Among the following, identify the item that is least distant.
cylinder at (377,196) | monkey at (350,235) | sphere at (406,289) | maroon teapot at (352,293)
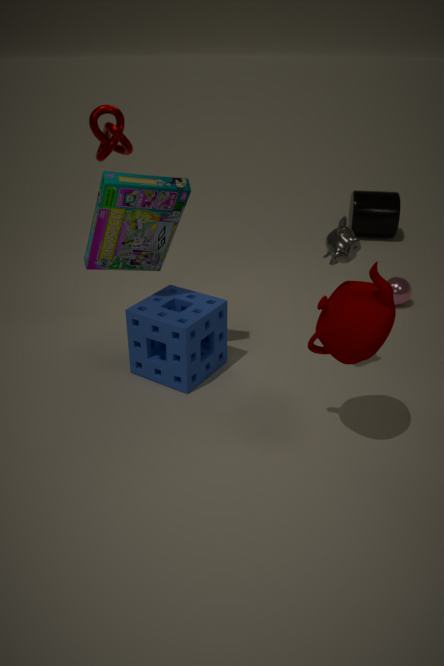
maroon teapot at (352,293)
